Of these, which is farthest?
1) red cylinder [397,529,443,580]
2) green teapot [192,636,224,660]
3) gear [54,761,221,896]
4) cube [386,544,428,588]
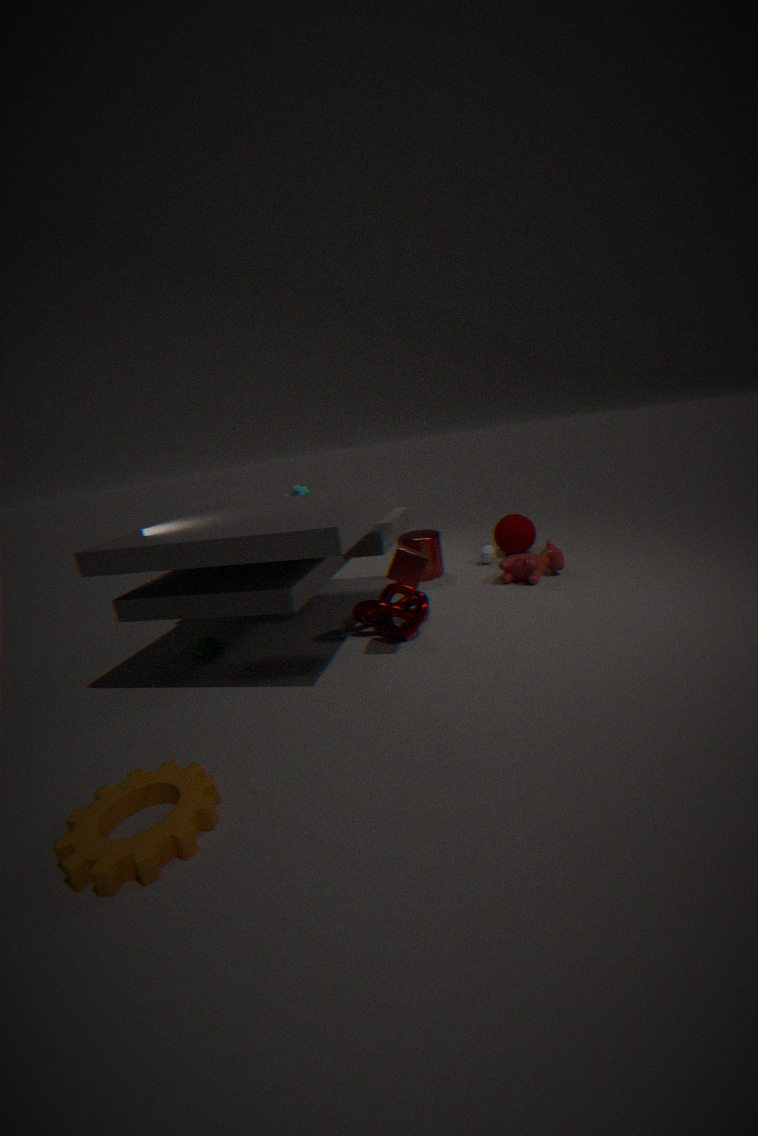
1. red cylinder [397,529,443,580]
